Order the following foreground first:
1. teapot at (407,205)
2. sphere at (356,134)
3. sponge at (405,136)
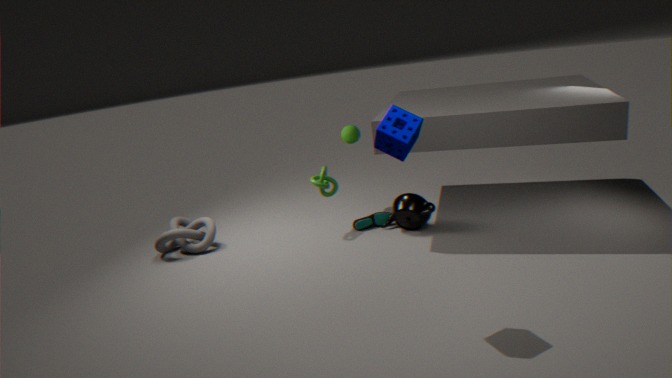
sponge at (405,136), teapot at (407,205), sphere at (356,134)
